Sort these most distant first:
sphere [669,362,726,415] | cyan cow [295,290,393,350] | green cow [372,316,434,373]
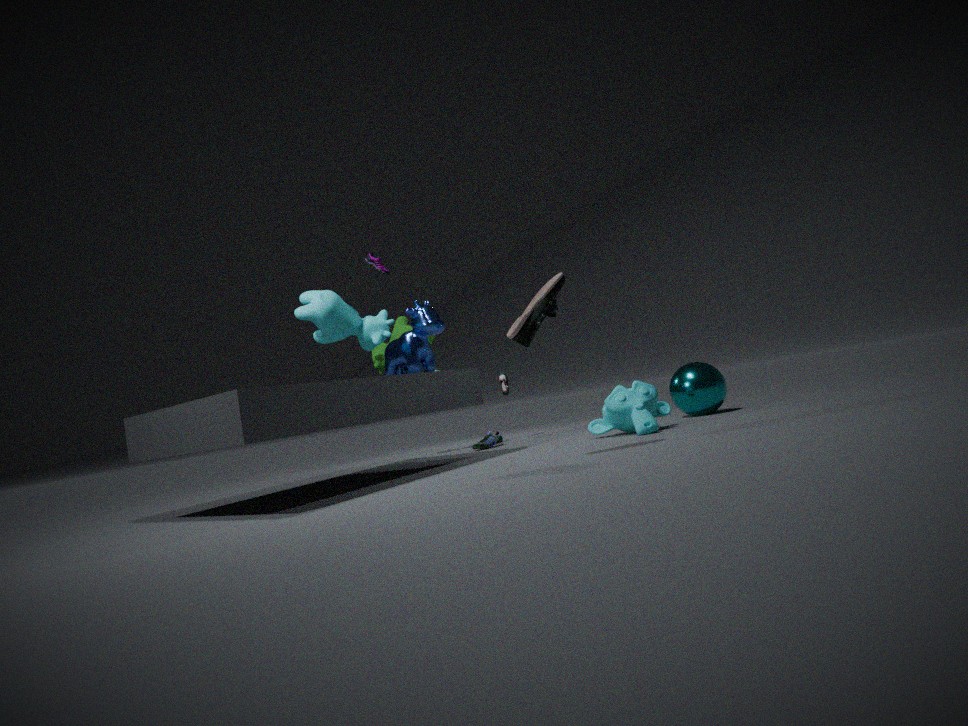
green cow [372,316,434,373] → sphere [669,362,726,415] → cyan cow [295,290,393,350]
